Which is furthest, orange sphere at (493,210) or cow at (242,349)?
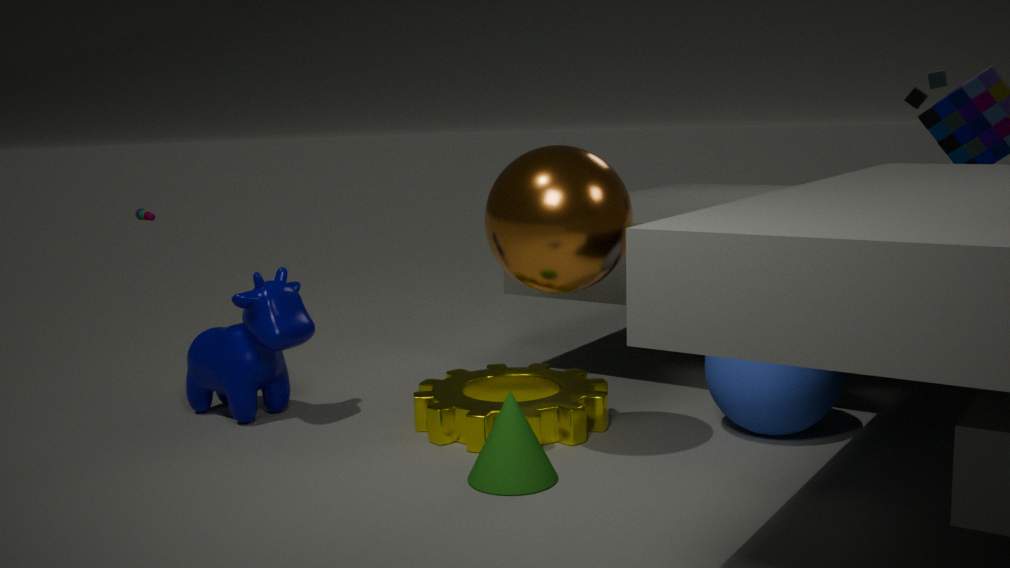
cow at (242,349)
